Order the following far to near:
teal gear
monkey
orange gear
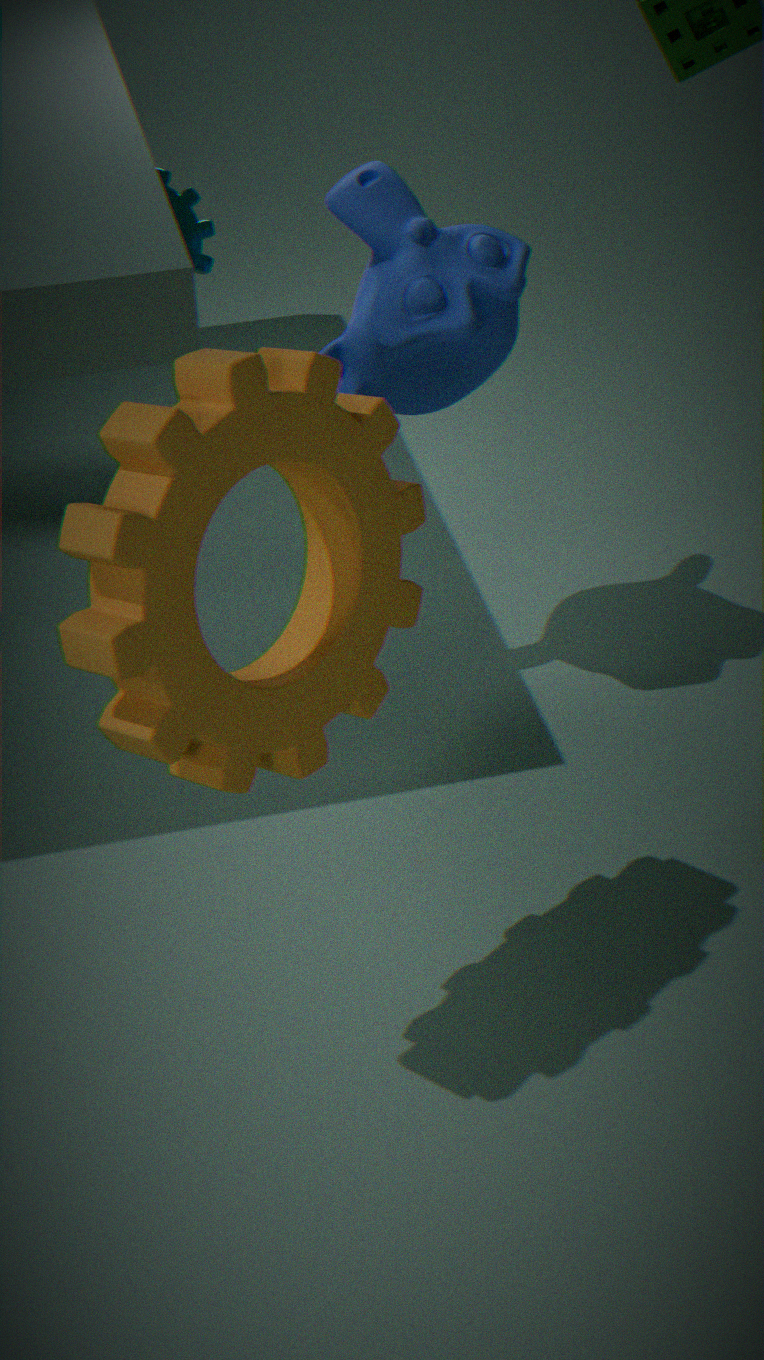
teal gear → monkey → orange gear
